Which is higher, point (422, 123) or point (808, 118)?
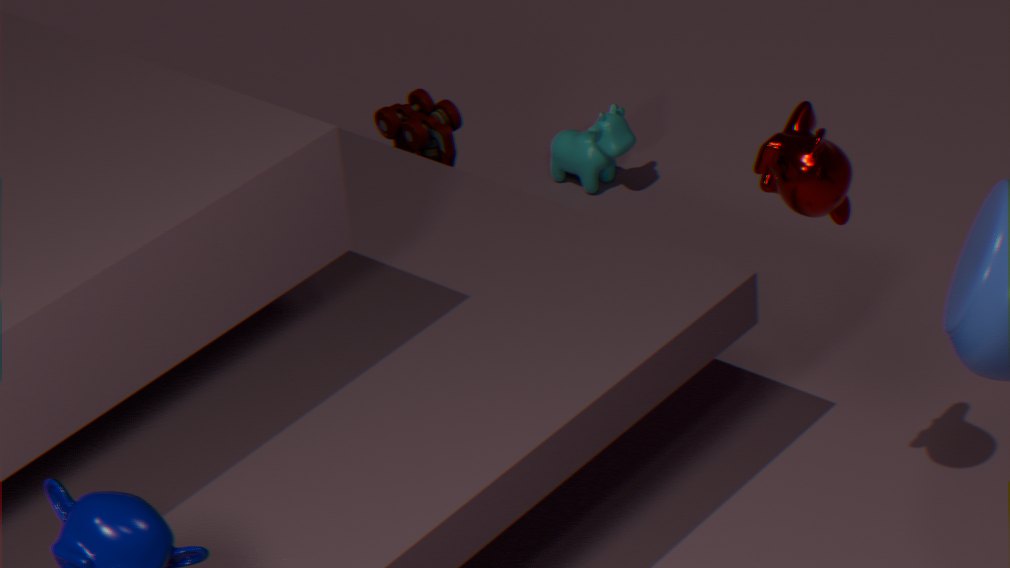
point (808, 118)
